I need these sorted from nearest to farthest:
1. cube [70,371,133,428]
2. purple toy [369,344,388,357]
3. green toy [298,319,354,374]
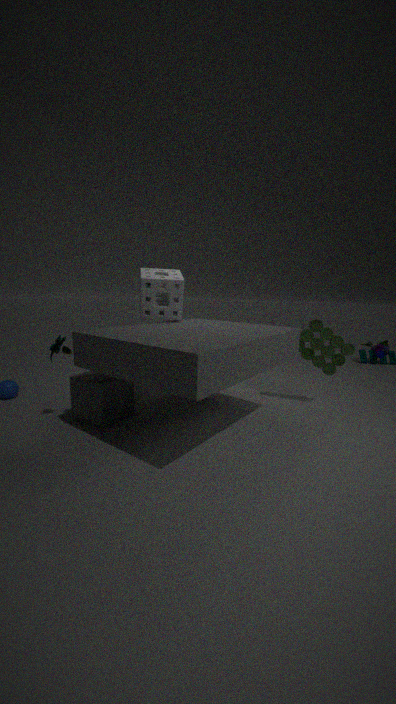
cube [70,371,133,428] < green toy [298,319,354,374] < purple toy [369,344,388,357]
